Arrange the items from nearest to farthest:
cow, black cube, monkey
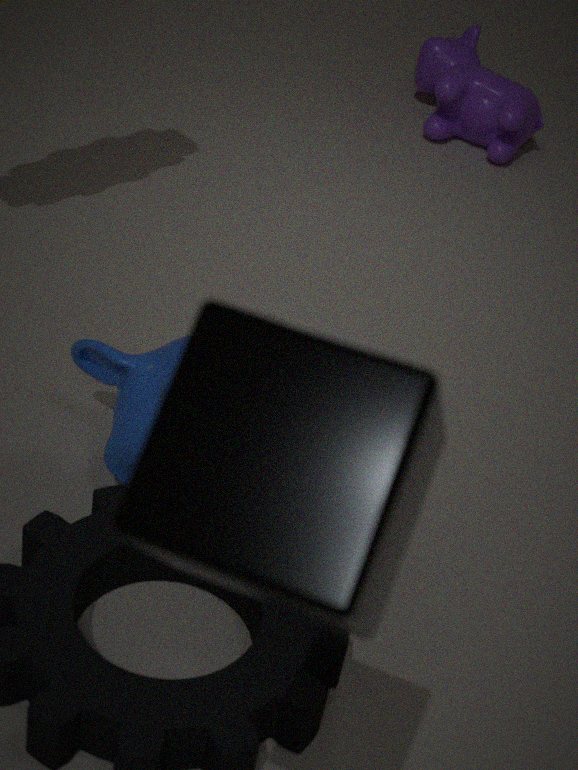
black cube < monkey < cow
